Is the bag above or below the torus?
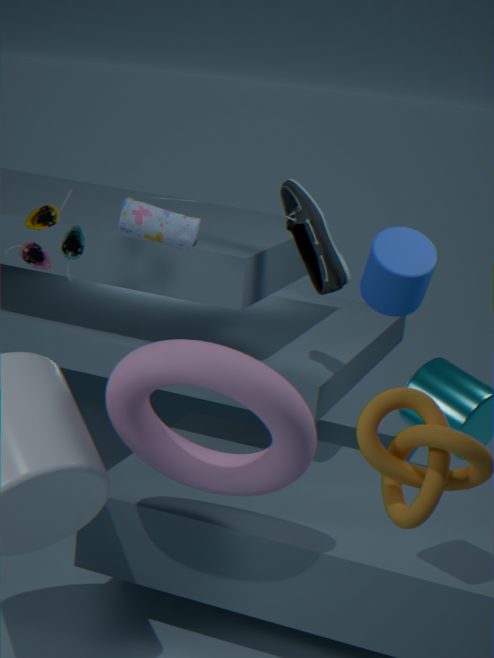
above
